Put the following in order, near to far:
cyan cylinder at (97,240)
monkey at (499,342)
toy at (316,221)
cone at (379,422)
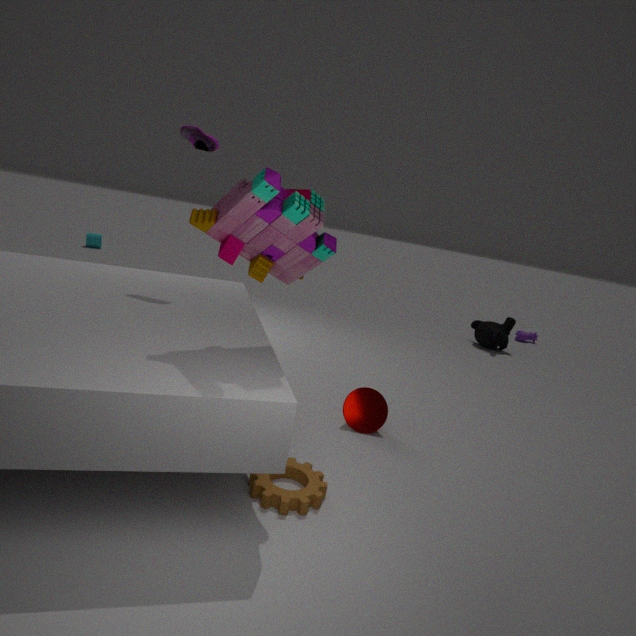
toy at (316,221) < cone at (379,422) < monkey at (499,342) < cyan cylinder at (97,240)
